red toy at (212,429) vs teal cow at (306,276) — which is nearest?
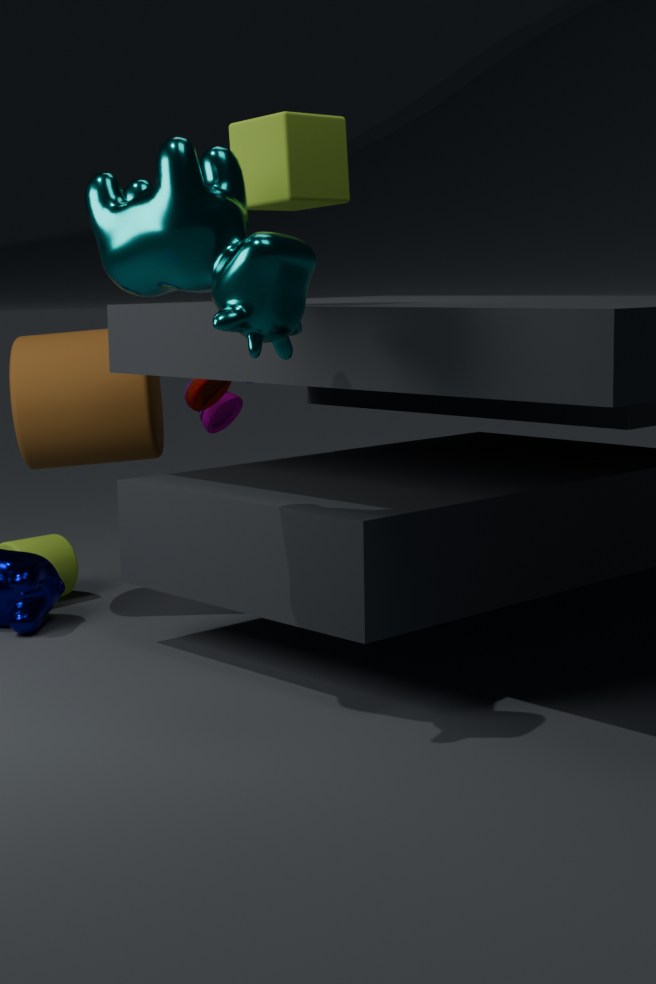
teal cow at (306,276)
